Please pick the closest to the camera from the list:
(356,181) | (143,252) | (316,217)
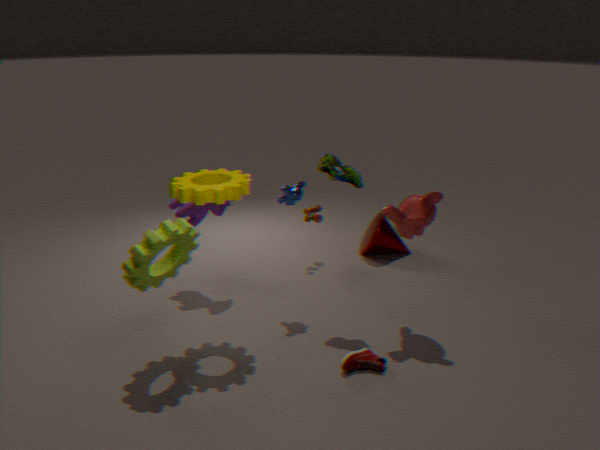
(143,252)
